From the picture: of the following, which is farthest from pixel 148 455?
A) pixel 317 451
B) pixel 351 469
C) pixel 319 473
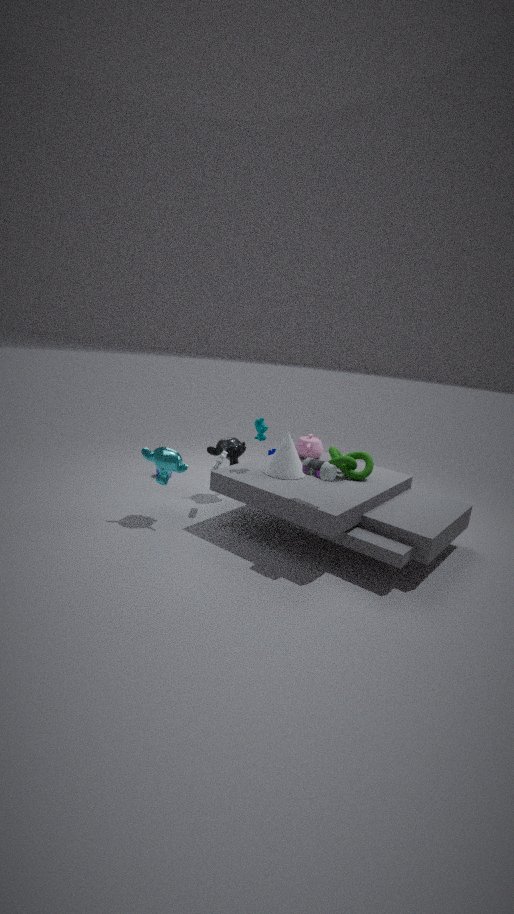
pixel 351 469
